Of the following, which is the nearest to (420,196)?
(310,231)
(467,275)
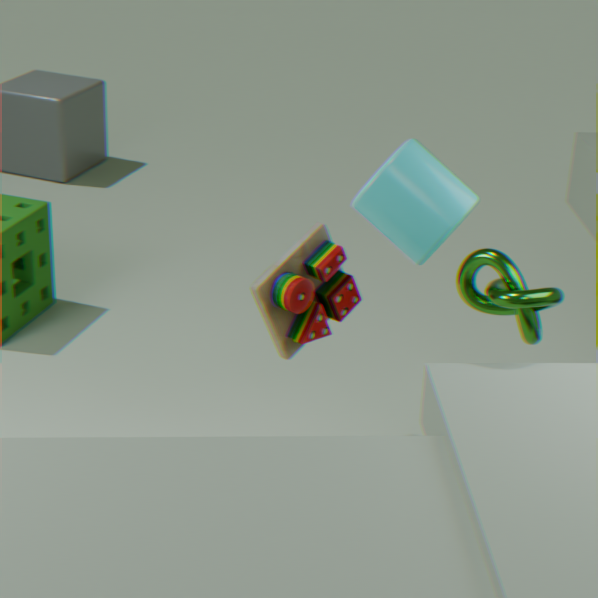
(467,275)
